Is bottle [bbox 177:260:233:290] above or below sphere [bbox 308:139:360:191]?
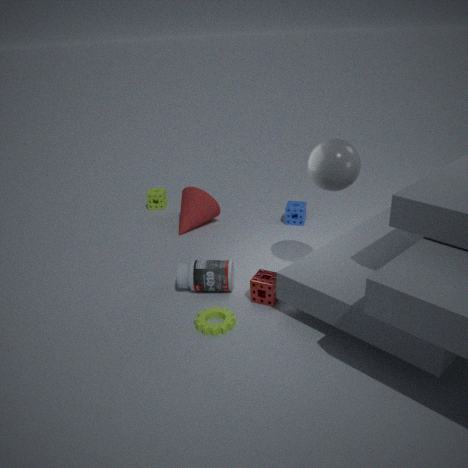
below
